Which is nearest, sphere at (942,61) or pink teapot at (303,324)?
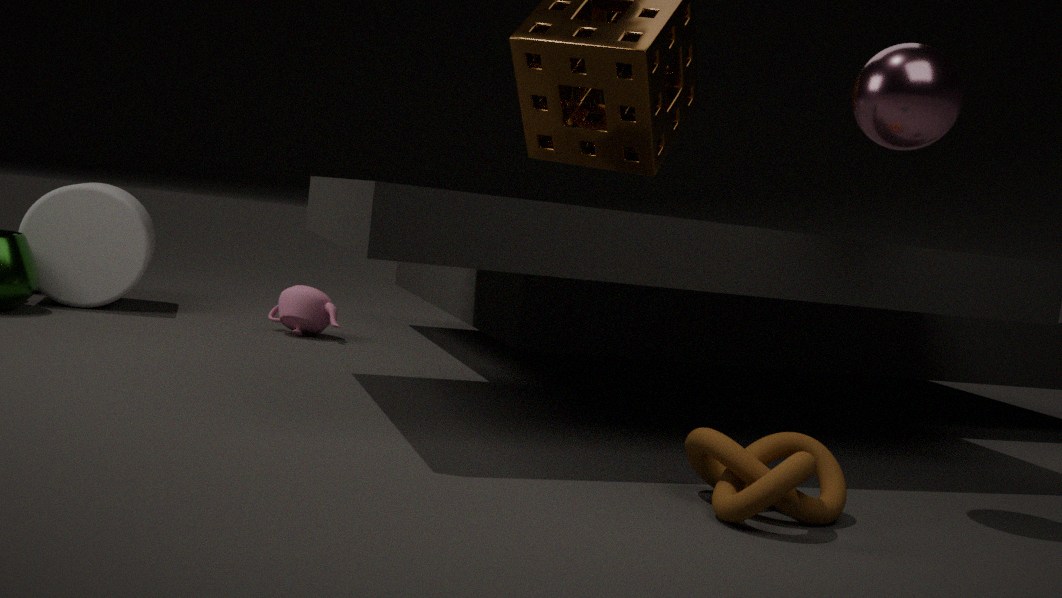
sphere at (942,61)
